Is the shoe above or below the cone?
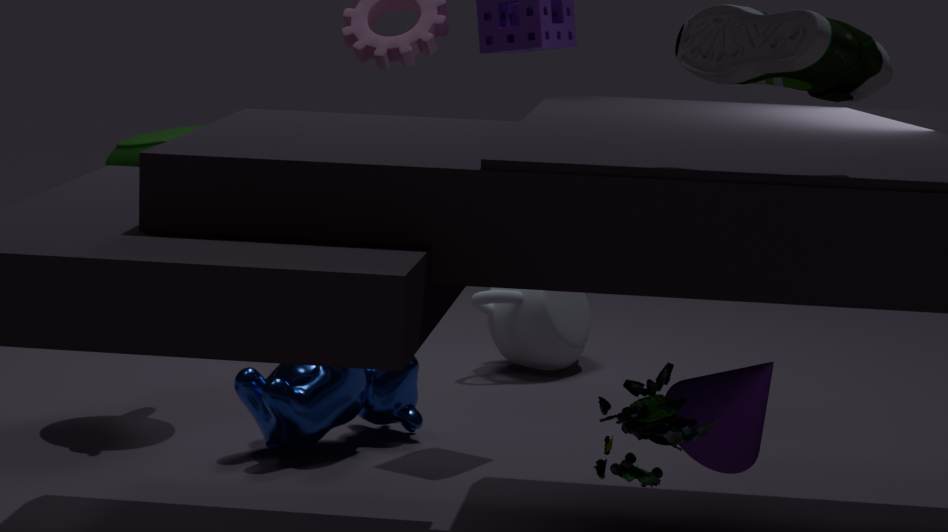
above
